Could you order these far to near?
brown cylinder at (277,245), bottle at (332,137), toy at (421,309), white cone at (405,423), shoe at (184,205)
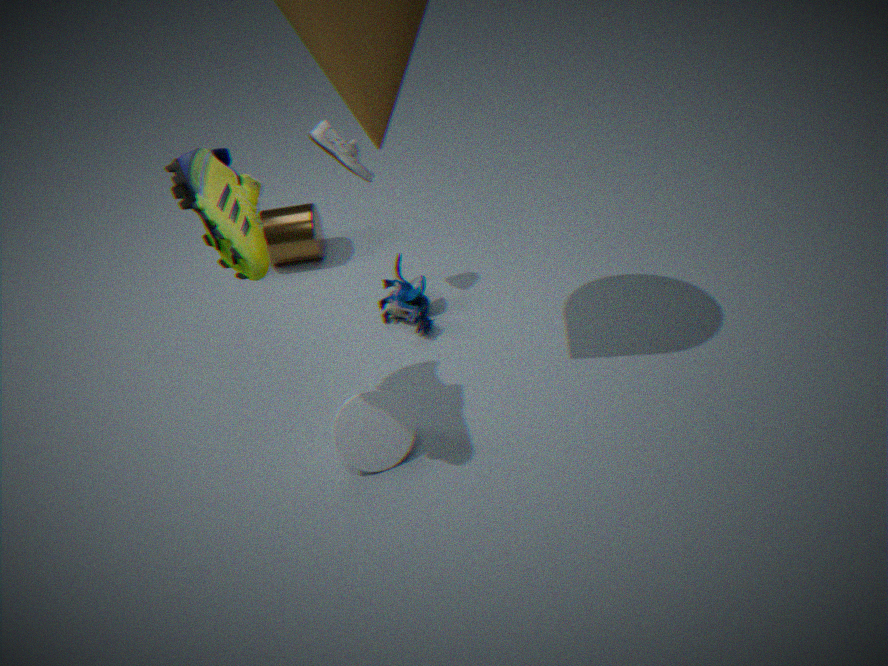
brown cylinder at (277,245)
toy at (421,309)
bottle at (332,137)
white cone at (405,423)
shoe at (184,205)
